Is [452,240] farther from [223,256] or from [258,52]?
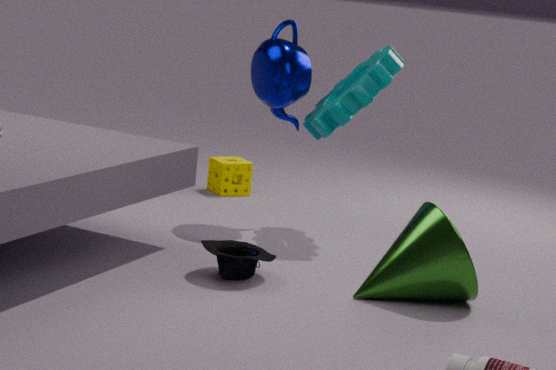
[258,52]
